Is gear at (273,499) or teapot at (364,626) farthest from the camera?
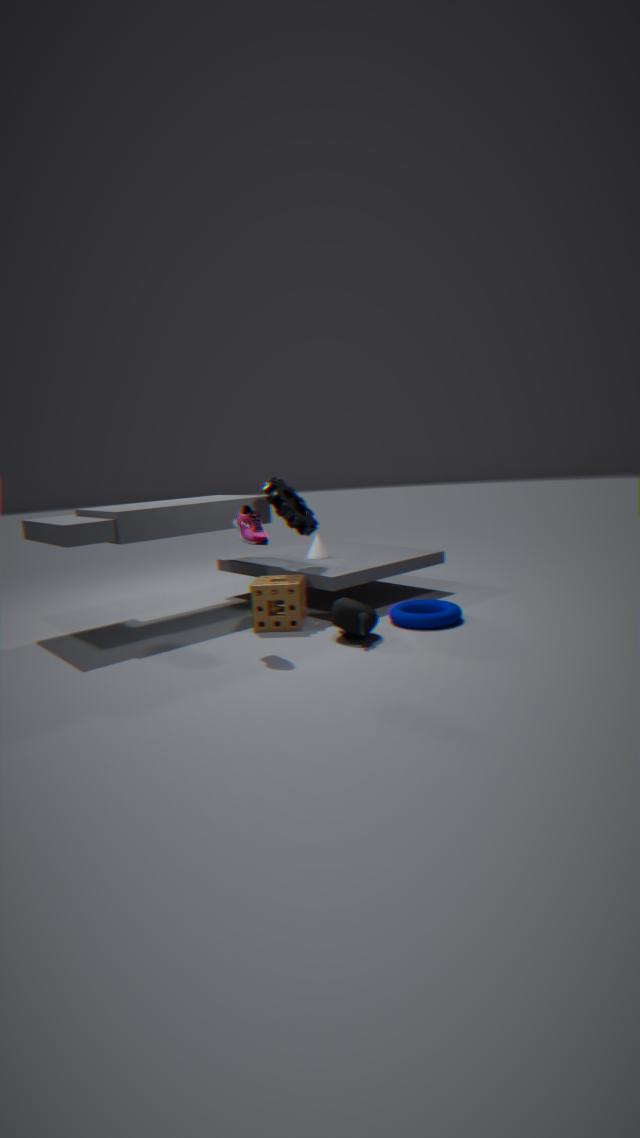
gear at (273,499)
